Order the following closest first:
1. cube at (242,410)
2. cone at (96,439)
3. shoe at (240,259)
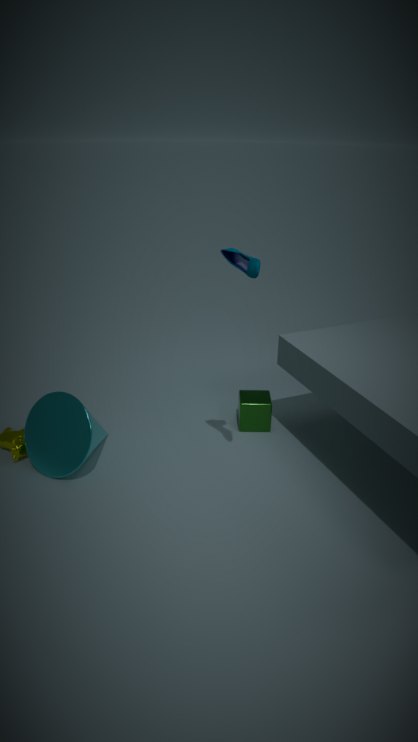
shoe at (240,259) → cone at (96,439) → cube at (242,410)
